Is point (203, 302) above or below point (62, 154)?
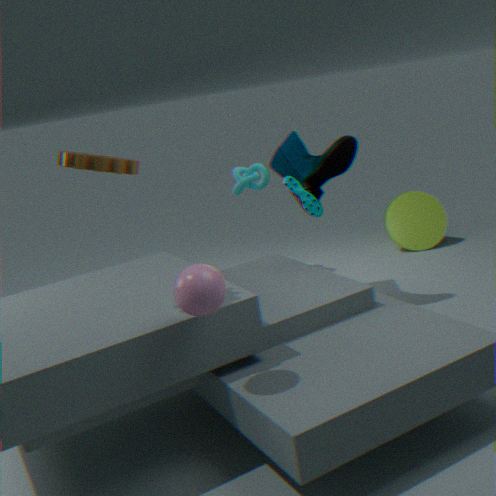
below
